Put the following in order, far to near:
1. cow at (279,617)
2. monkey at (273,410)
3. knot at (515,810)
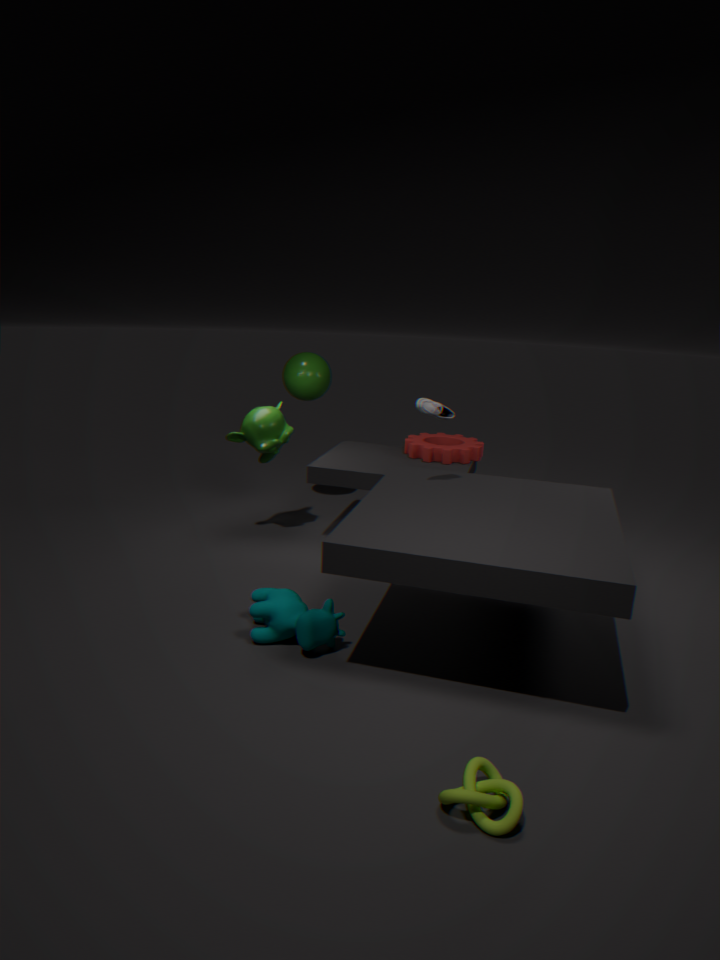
monkey at (273,410) < cow at (279,617) < knot at (515,810)
